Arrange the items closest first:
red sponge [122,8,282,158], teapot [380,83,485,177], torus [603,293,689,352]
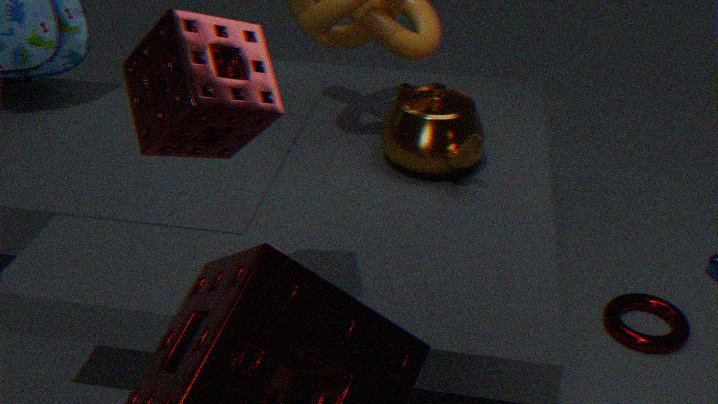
1. red sponge [122,8,282,158]
2. teapot [380,83,485,177]
3. torus [603,293,689,352]
